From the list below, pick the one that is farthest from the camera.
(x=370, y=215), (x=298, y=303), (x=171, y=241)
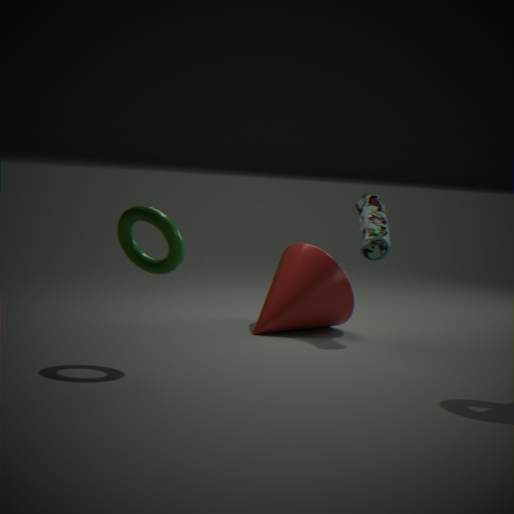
(x=370, y=215)
